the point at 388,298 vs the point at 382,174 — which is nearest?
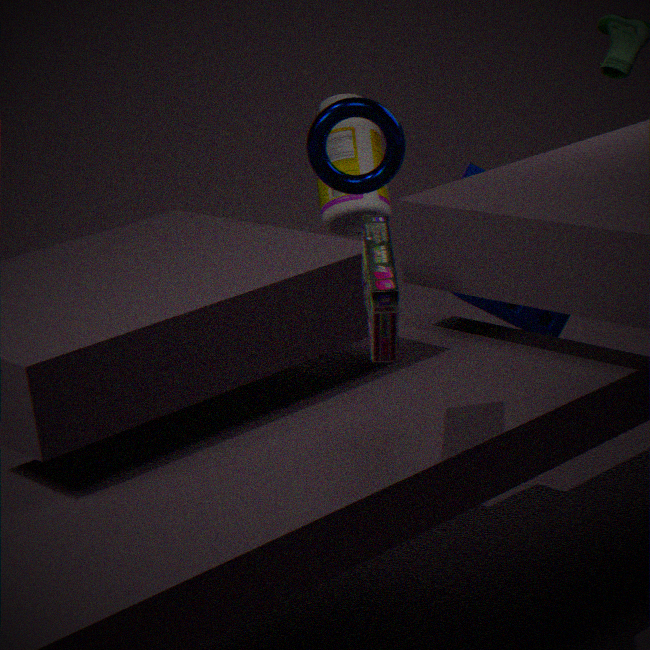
the point at 388,298
